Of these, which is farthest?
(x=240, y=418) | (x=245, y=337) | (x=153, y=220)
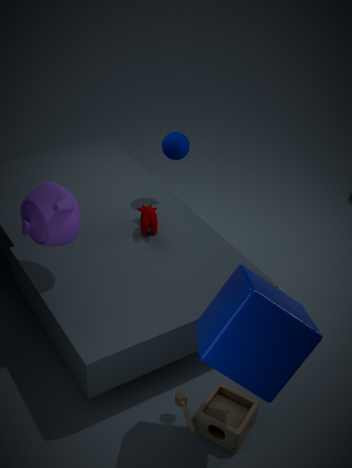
(x=153, y=220)
